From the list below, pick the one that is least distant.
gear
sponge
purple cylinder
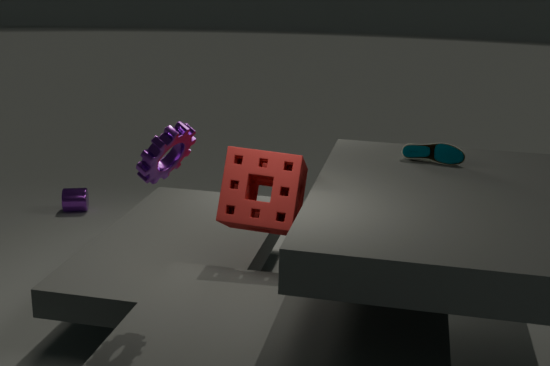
gear
